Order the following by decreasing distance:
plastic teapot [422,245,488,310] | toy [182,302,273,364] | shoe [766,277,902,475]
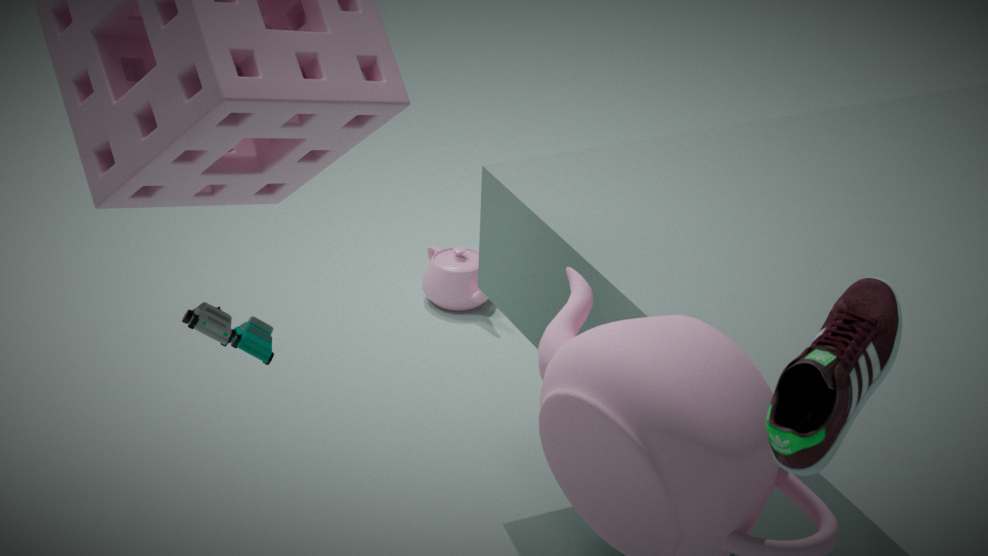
plastic teapot [422,245,488,310] < toy [182,302,273,364] < shoe [766,277,902,475]
